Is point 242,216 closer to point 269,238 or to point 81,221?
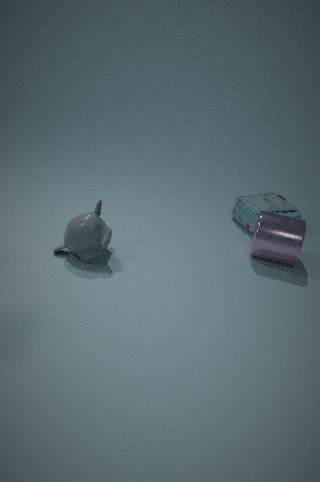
point 269,238
